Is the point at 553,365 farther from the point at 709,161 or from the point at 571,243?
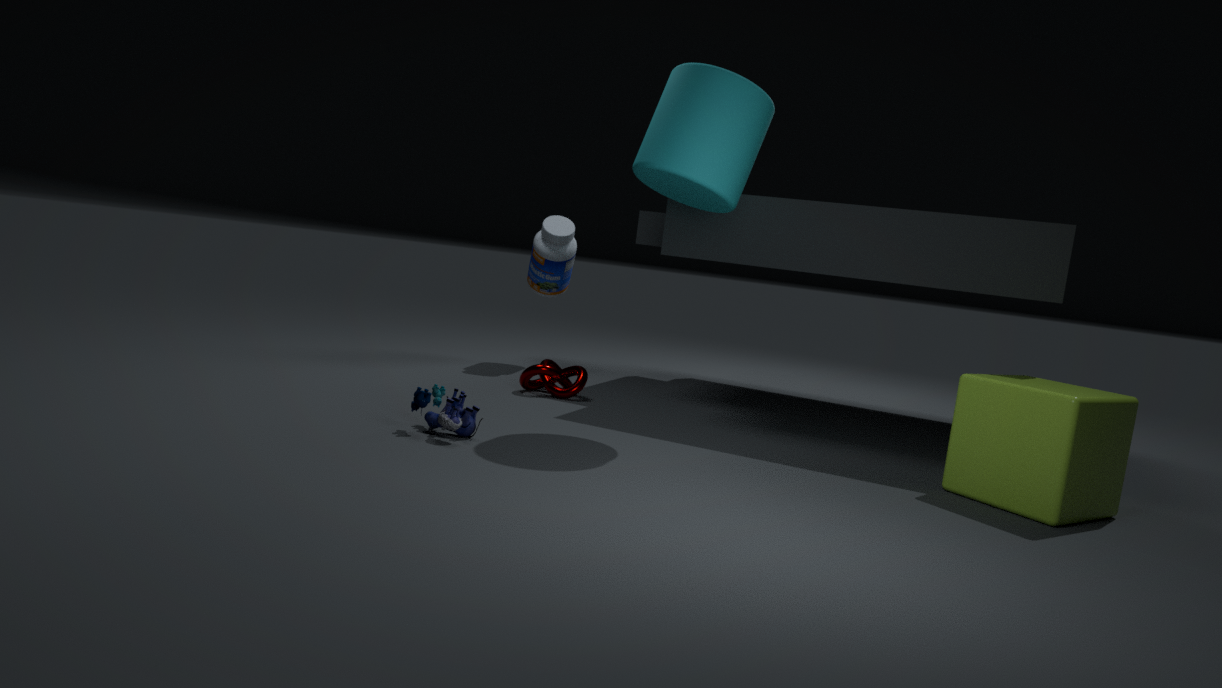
the point at 709,161
